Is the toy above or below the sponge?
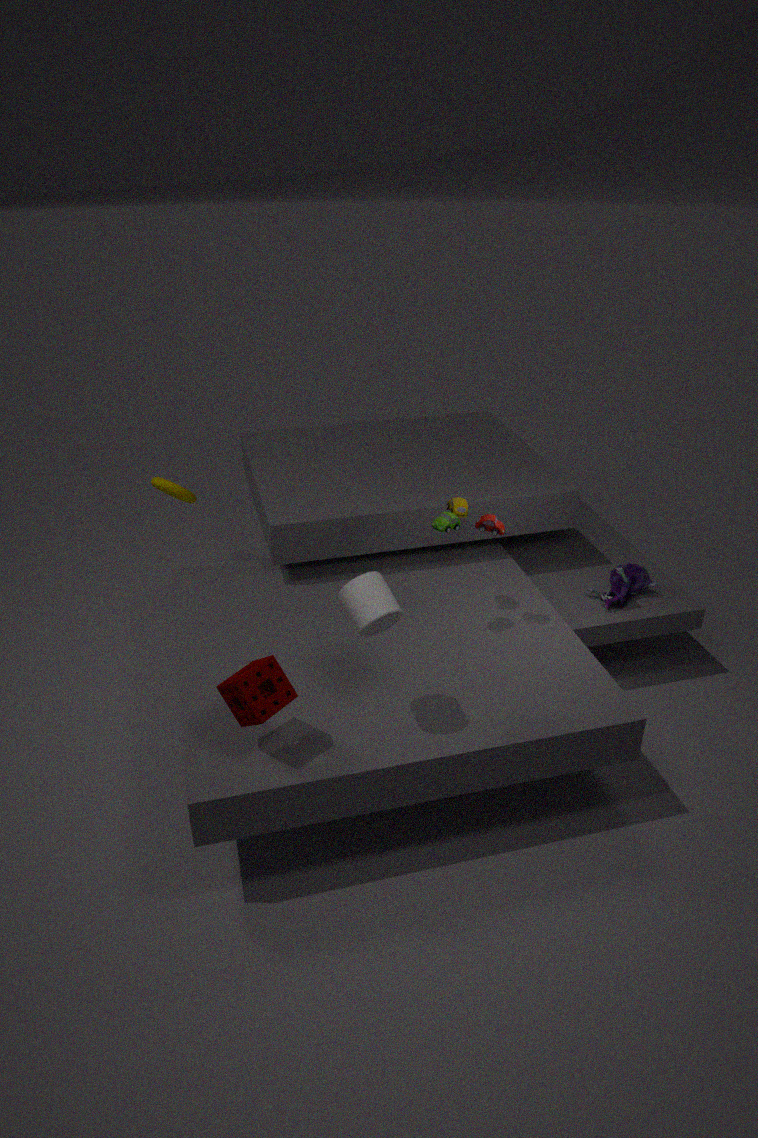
above
